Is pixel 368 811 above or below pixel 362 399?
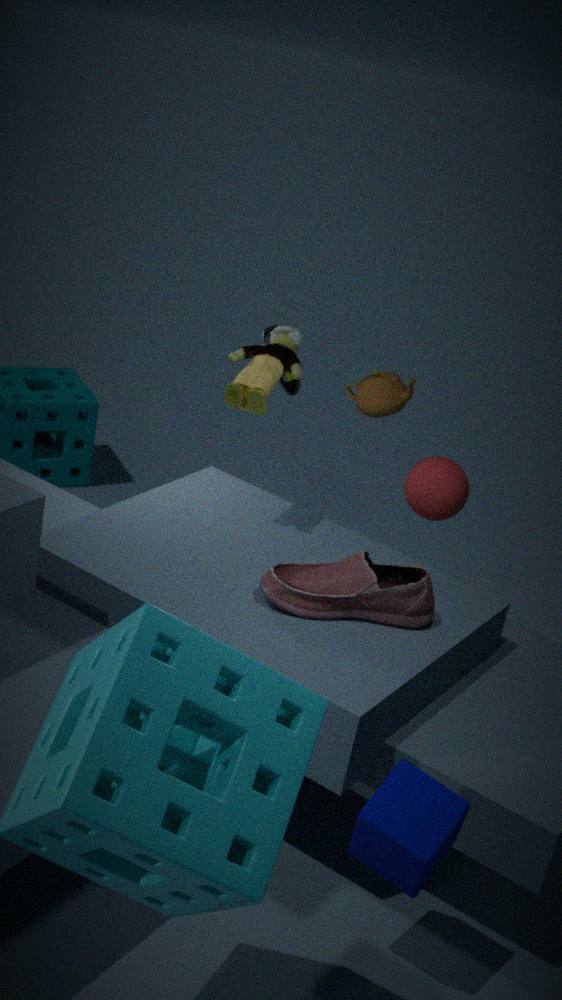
below
